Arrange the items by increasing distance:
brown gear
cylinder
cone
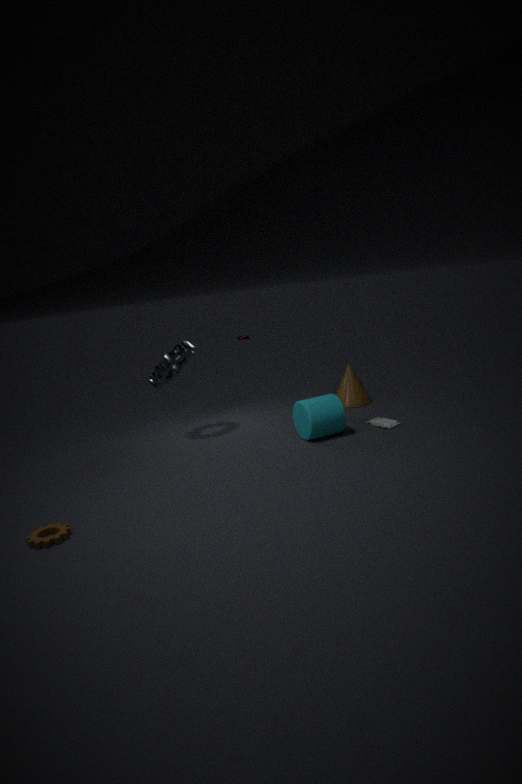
1. brown gear
2. cylinder
3. cone
